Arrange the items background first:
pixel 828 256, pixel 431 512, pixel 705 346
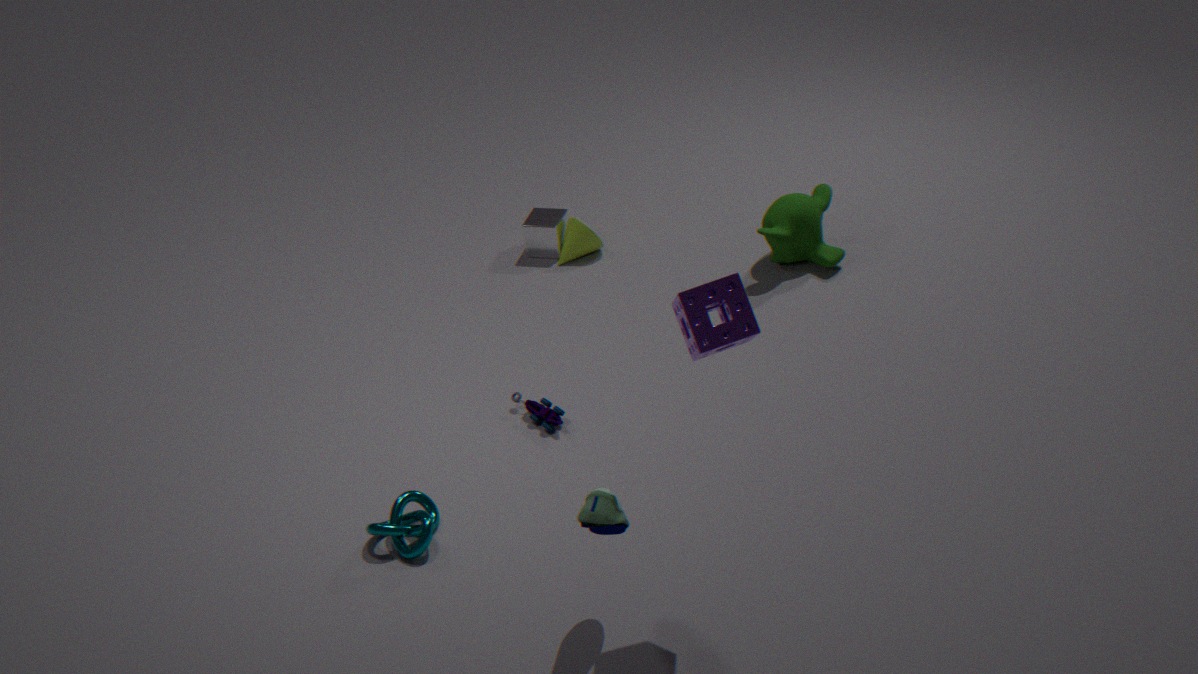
pixel 828 256, pixel 431 512, pixel 705 346
